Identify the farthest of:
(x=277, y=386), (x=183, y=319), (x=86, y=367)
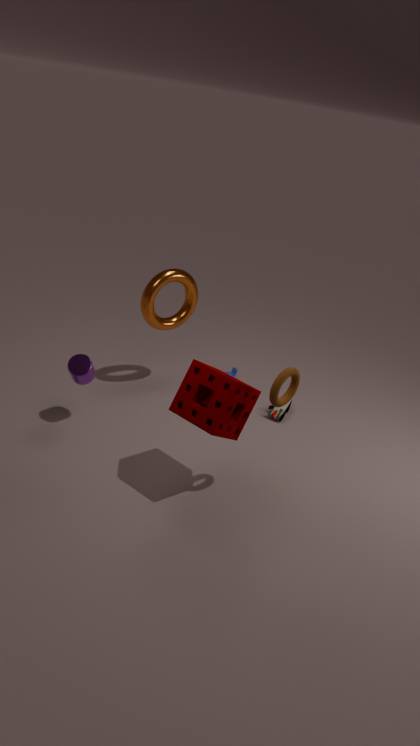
(x=183, y=319)
